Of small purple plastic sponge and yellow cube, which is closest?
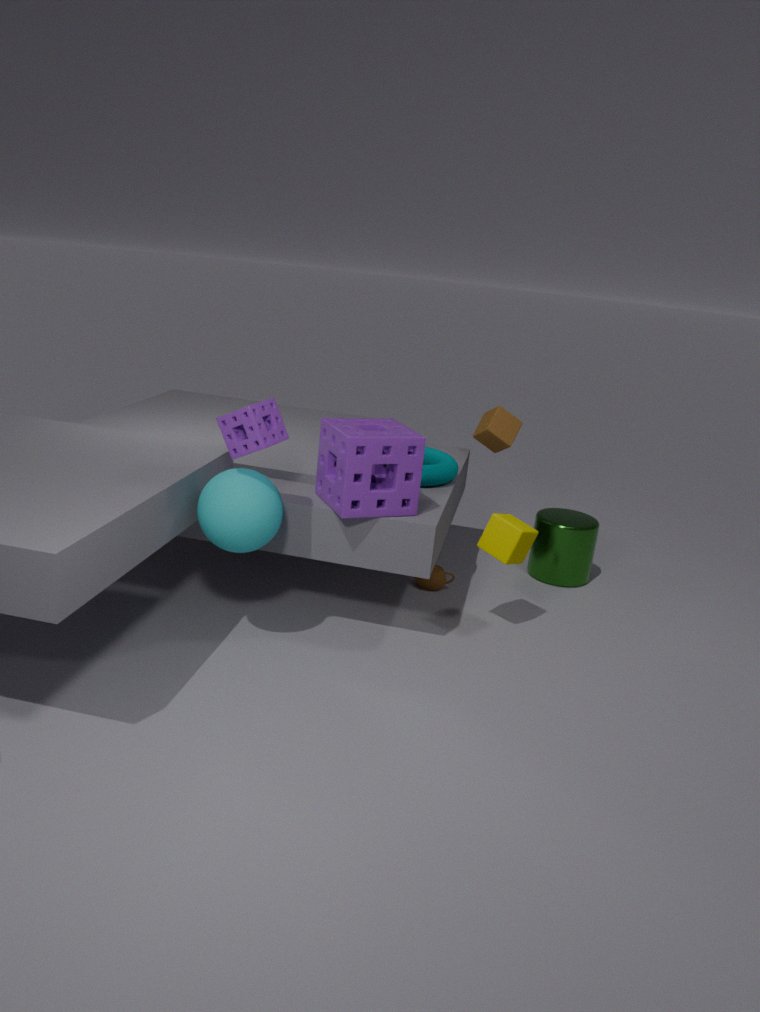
small purple plastic sponge
